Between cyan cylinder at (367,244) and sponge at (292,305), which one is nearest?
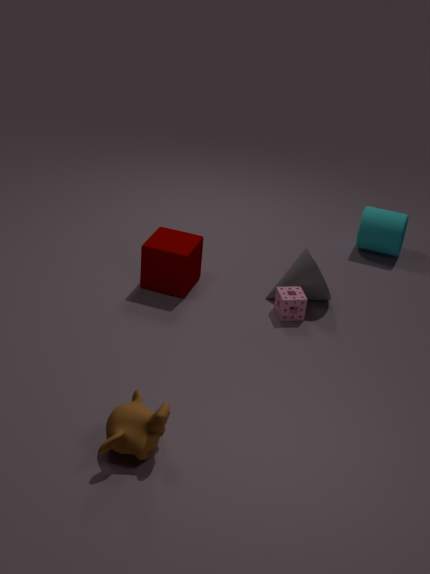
sponge at (292,305)
